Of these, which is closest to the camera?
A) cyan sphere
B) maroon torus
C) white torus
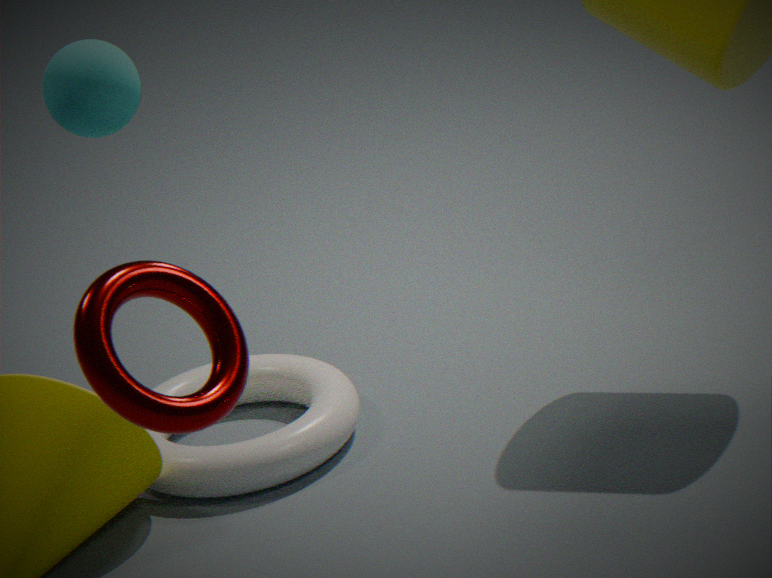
maroon torus
